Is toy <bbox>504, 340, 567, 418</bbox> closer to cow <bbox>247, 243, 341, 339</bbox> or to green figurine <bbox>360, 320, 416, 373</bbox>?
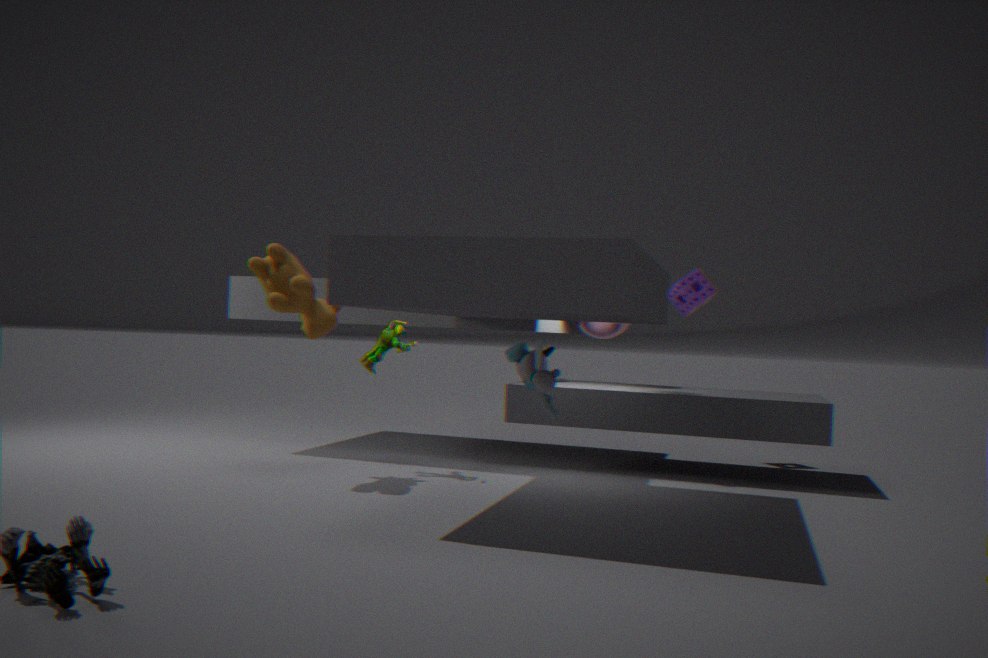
green figurine <bbox>360, 320, 416, 373</bbox>
